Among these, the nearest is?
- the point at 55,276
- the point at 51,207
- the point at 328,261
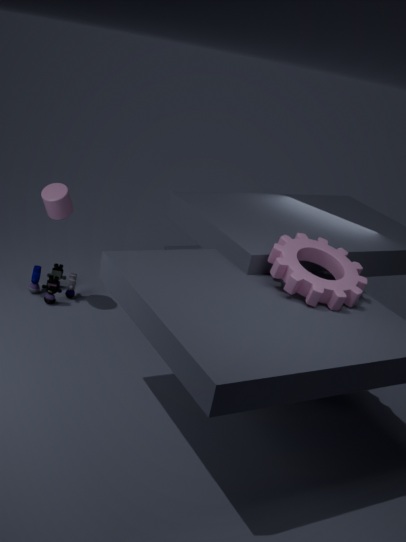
the point at 328,261
